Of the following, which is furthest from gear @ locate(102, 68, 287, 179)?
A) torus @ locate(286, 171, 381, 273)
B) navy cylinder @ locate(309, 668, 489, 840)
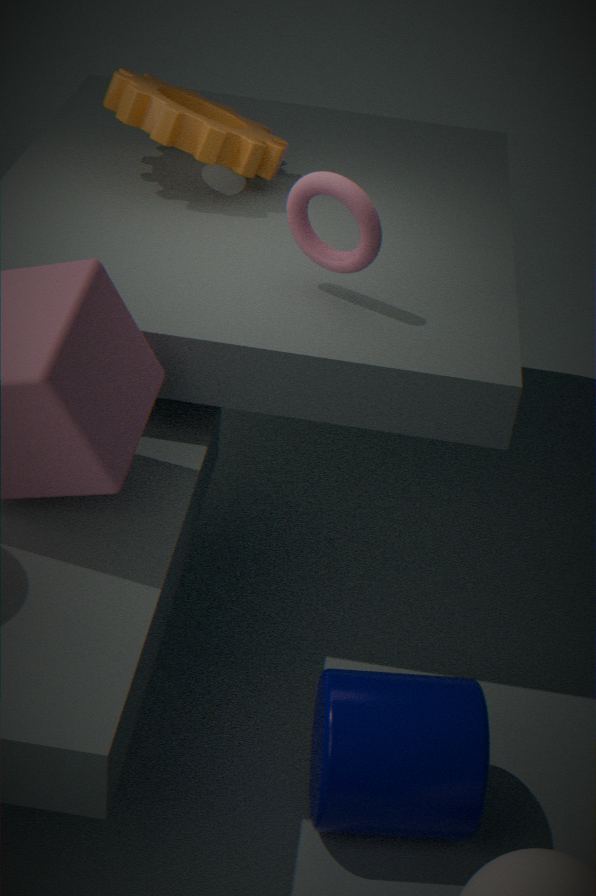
navy cylinder @ locate(309, 668, 489, 840)
